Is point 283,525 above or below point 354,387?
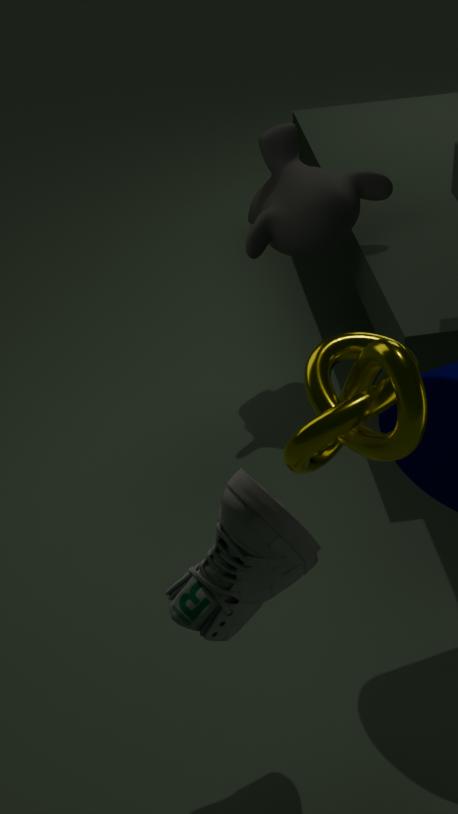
below
